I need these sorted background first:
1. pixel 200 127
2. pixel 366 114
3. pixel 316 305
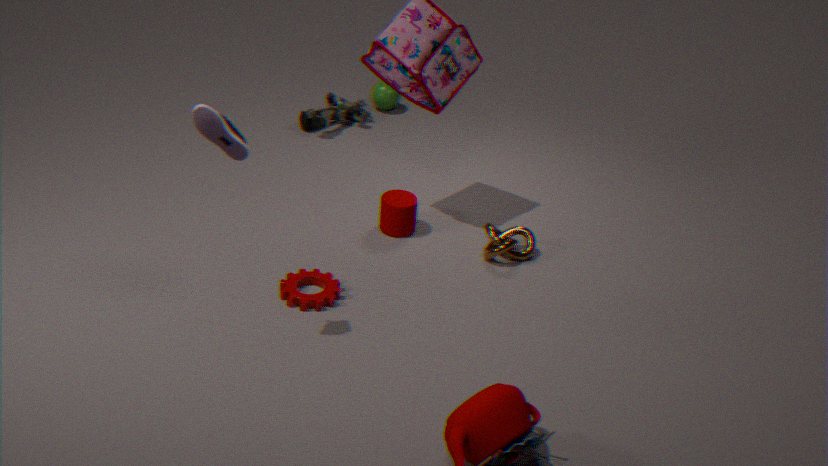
1. pixel 366 114
2. pixel 316 305
3. pixel 200 127
